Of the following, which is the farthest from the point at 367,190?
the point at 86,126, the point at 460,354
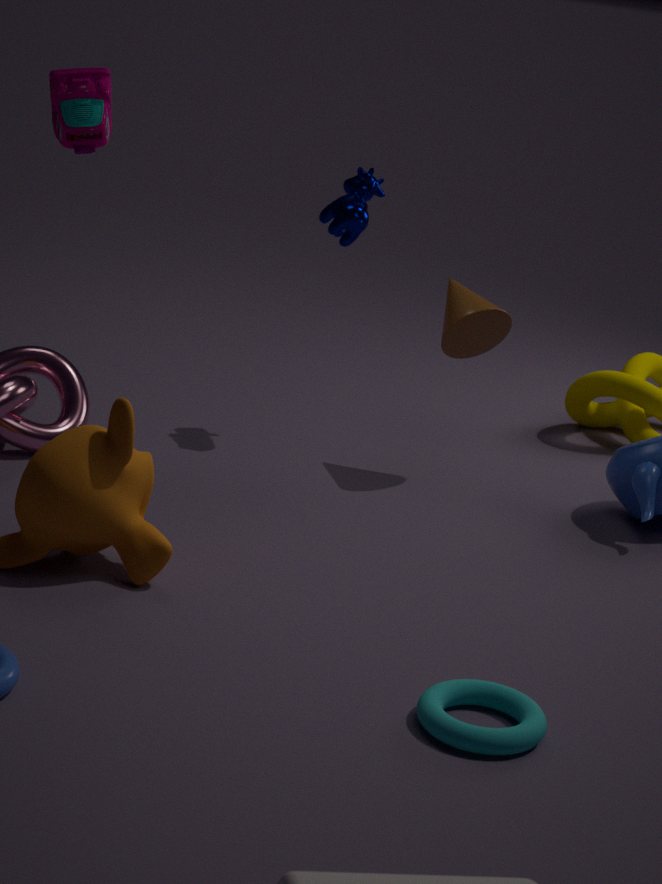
the point at 86,126
